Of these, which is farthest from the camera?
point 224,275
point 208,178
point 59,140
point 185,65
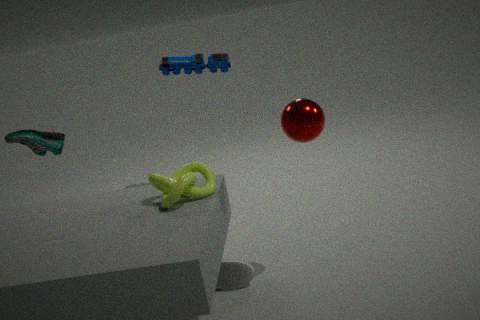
point 185,65
